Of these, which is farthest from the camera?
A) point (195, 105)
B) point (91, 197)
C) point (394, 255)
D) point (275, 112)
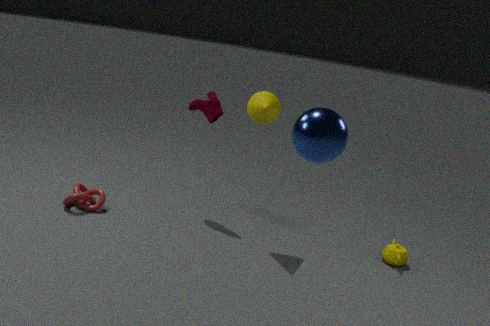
point (195, 105)
